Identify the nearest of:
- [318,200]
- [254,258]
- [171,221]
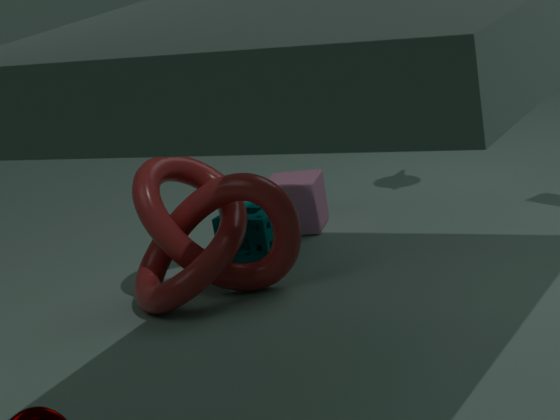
[171,221]
